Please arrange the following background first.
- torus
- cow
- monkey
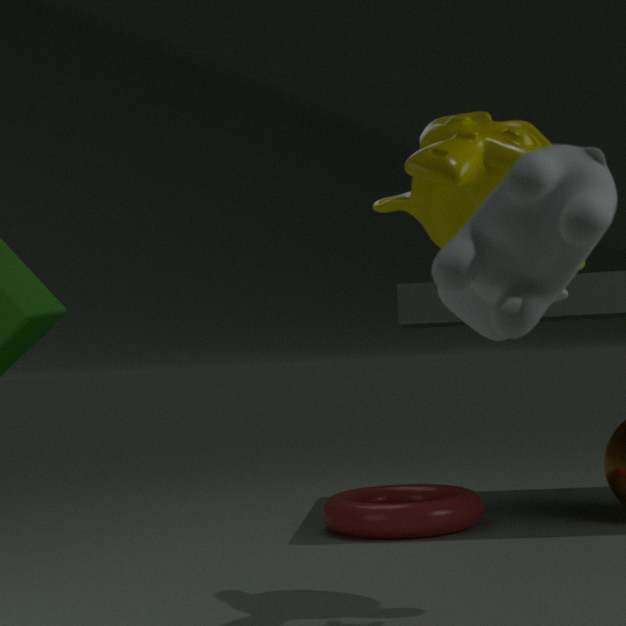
torus, monkey, cow
